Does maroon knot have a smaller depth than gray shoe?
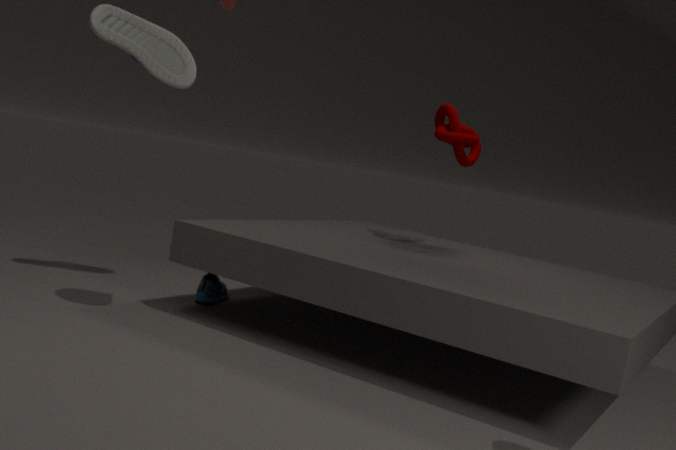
No
